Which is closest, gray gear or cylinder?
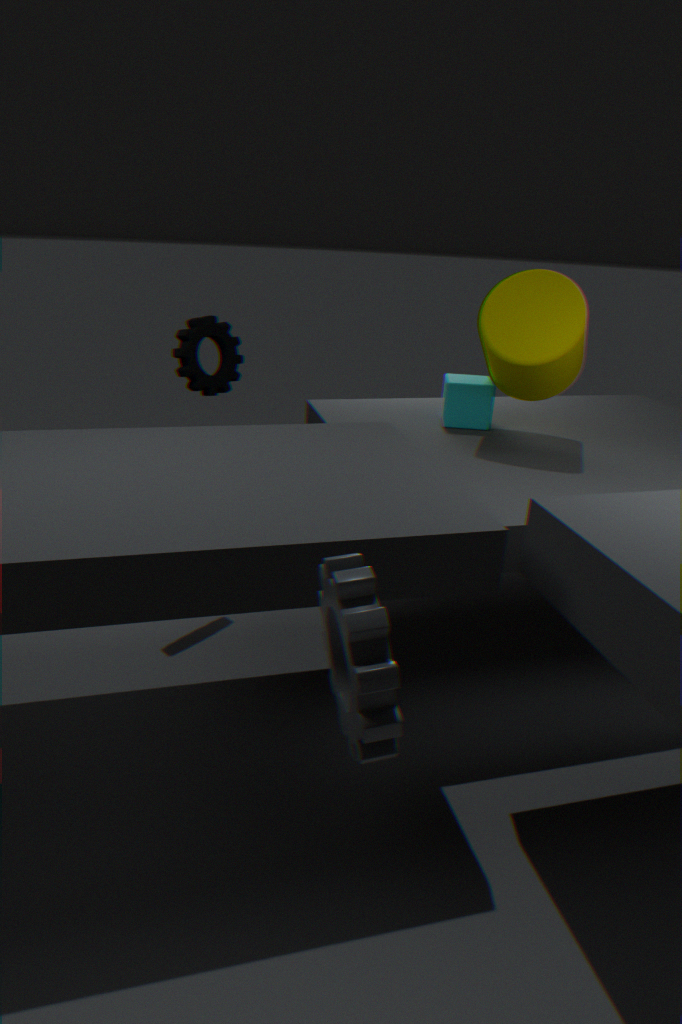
gray gear
